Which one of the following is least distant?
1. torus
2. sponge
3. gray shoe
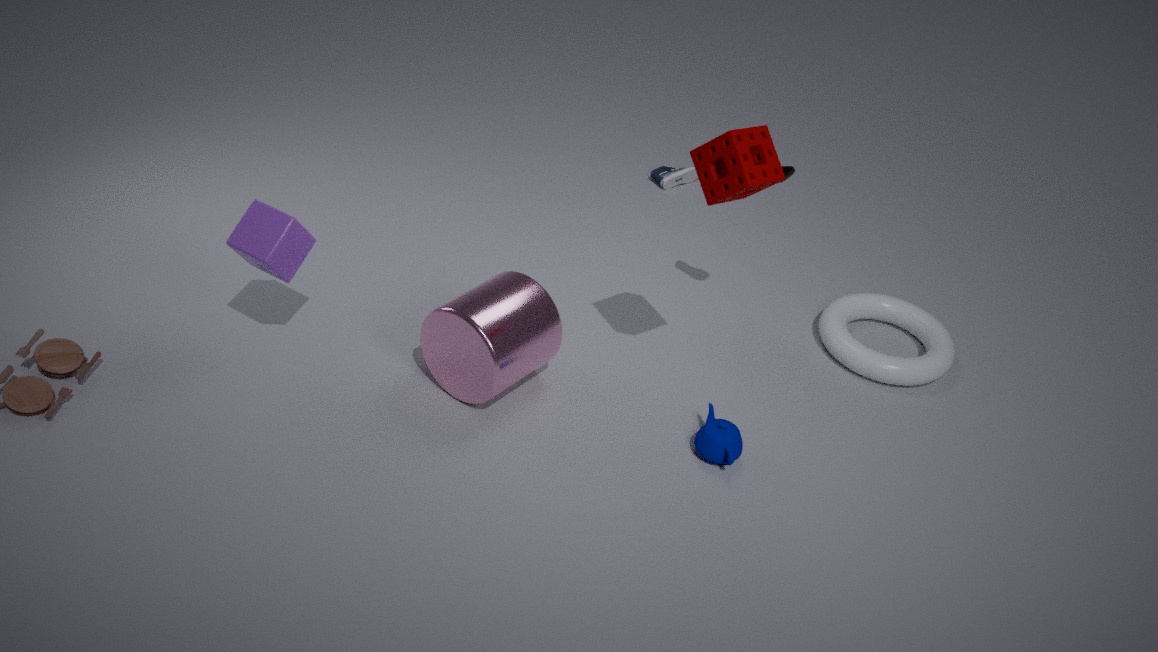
sponge
